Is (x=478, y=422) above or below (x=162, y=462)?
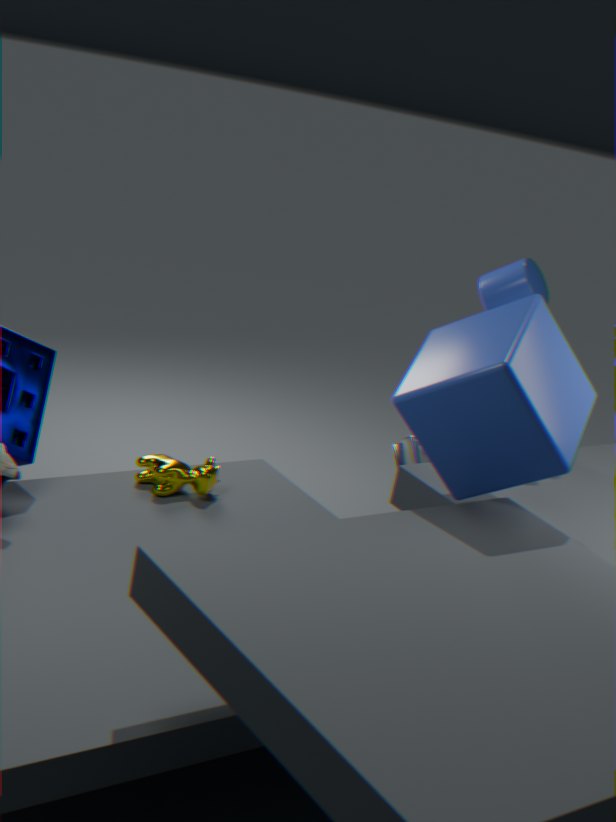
above
